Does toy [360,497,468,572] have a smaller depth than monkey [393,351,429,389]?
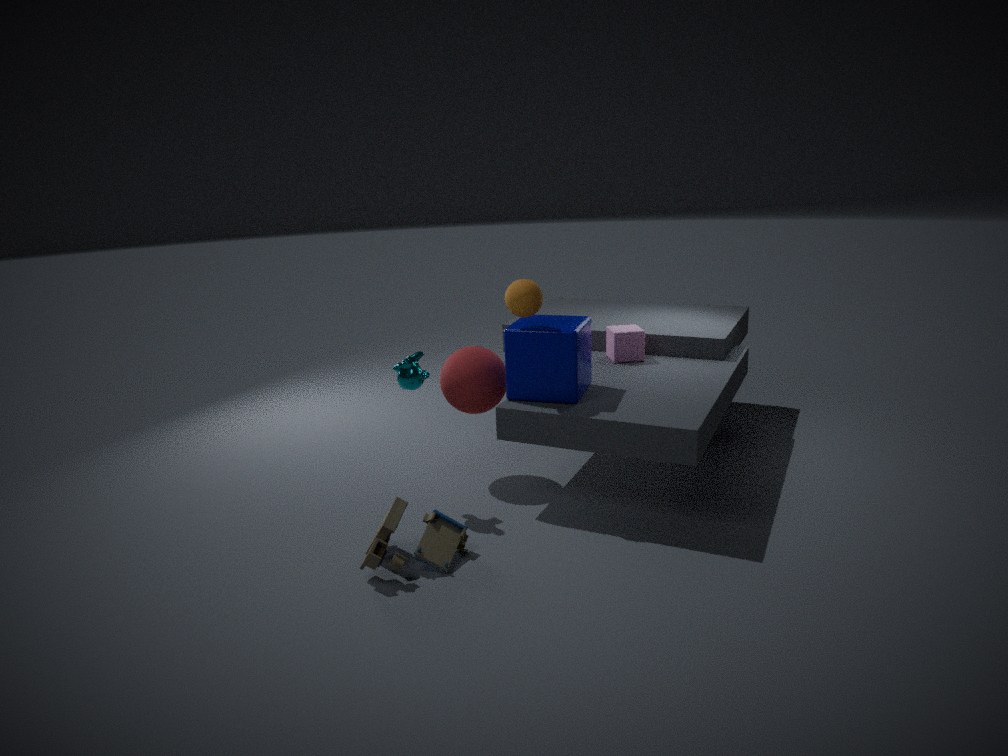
Yes
